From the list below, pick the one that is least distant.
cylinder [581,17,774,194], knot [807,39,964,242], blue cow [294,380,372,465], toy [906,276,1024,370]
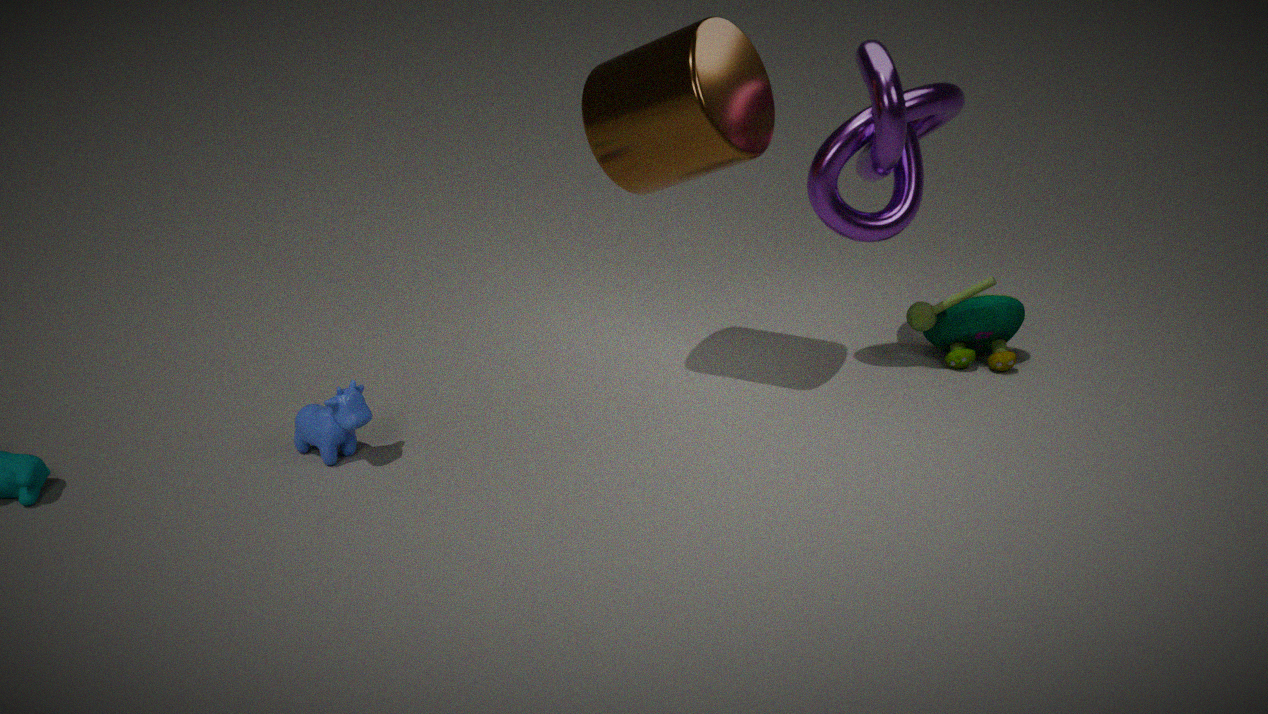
cylinder [581,17,774,194]
